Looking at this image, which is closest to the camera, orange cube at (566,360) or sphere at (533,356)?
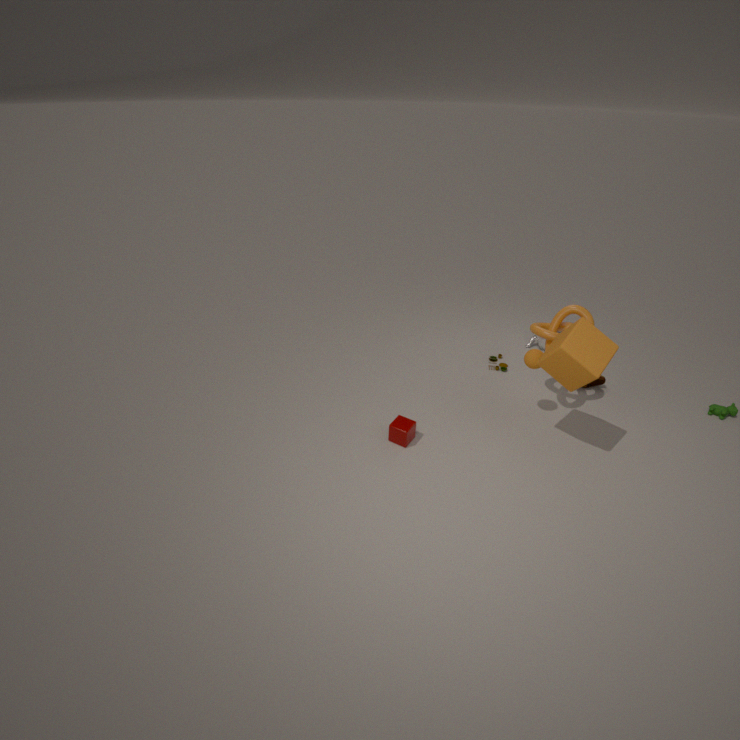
orange cube at (566,360)
